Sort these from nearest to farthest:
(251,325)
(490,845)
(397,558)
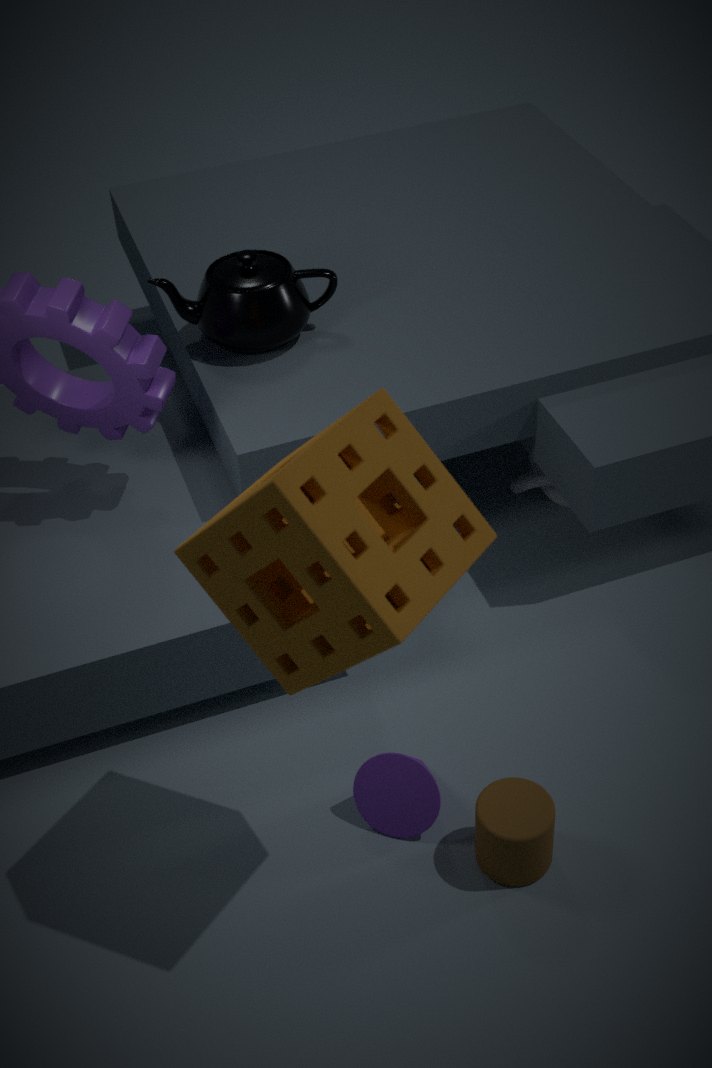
(397,558), (490,845), (251,325)
